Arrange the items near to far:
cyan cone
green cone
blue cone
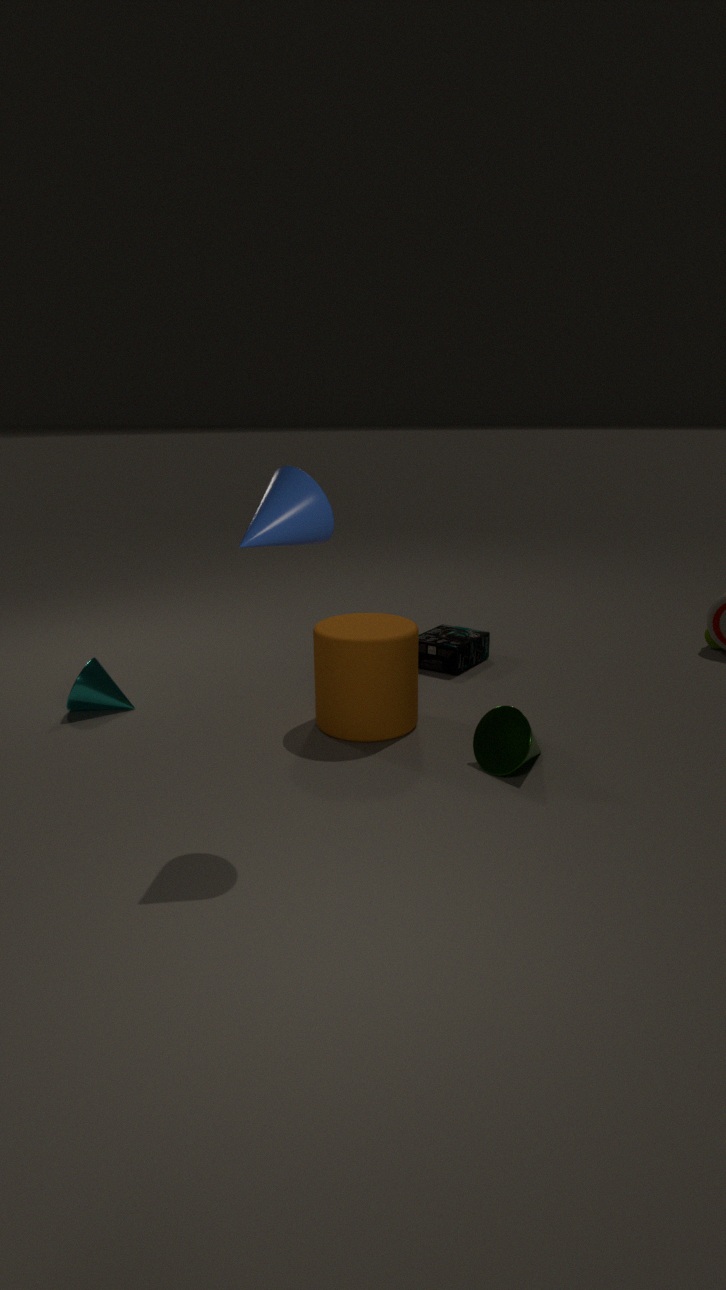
1. blue cone
2. green cone
3. cyan cone
